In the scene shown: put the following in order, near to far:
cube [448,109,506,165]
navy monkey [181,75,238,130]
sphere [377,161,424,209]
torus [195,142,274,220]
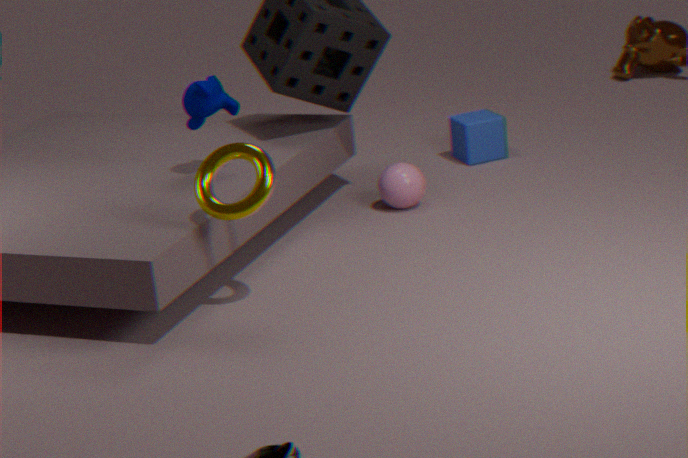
1. torus [195,142,274,220]
2. navy monkey [181,75,238,130]
3. sphere [377,161,424,209]
4. cube [448,109,506,165]
